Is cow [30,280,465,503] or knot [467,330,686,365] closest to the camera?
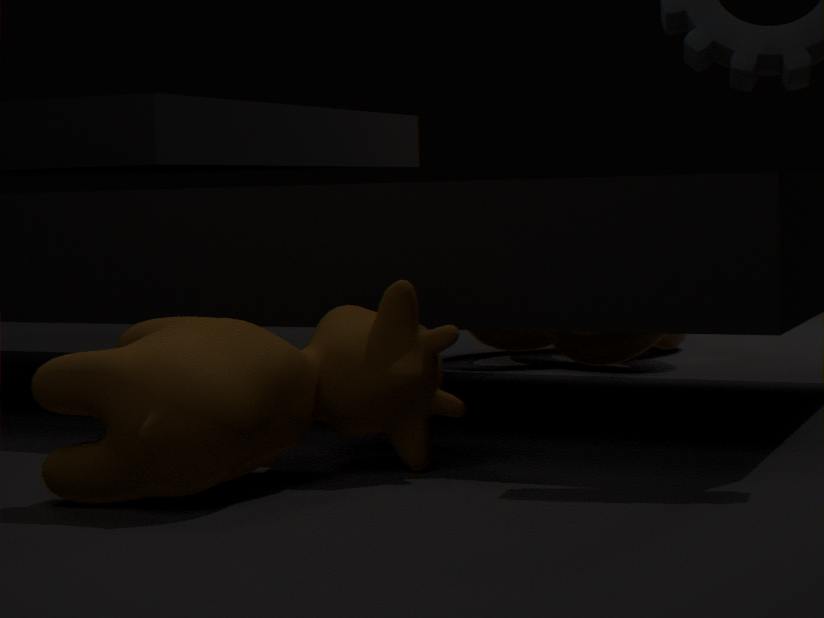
cow [30,280,465,503]
